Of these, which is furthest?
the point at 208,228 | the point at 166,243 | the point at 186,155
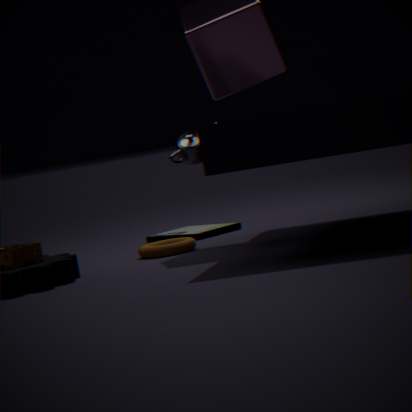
the point at 208,228
